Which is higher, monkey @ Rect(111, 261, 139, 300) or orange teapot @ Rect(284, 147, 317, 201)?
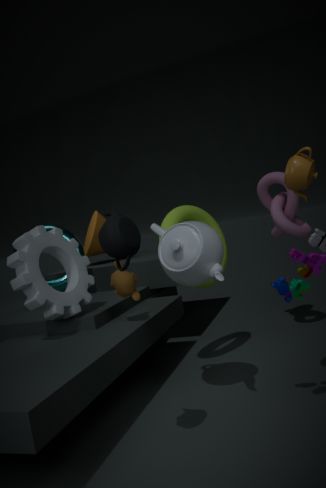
orange teapot @ Rect(284, 147, 317, 201)
